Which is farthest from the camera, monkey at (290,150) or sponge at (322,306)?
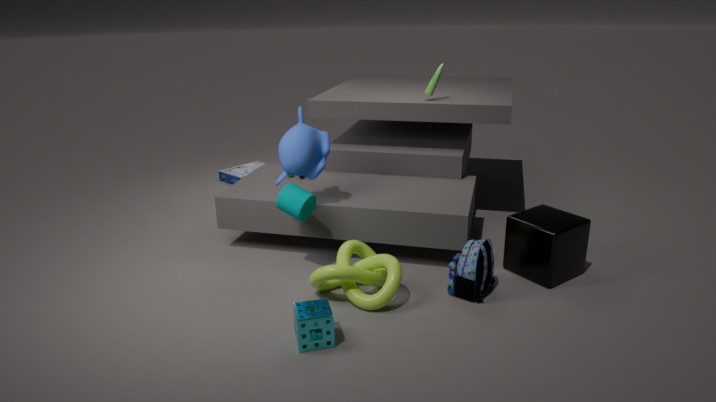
monkey at (290,150)
